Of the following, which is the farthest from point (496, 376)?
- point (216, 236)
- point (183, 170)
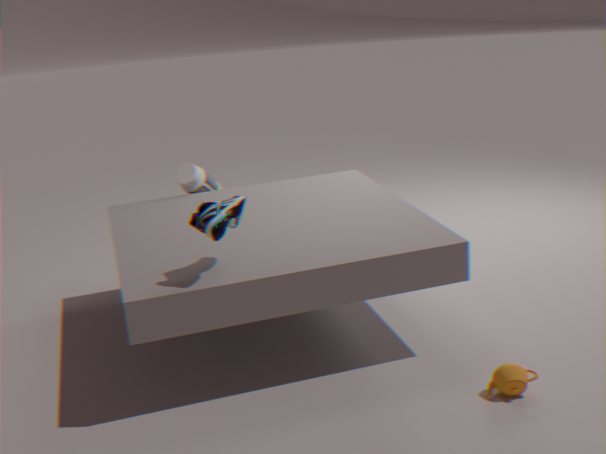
point (183, 170)
